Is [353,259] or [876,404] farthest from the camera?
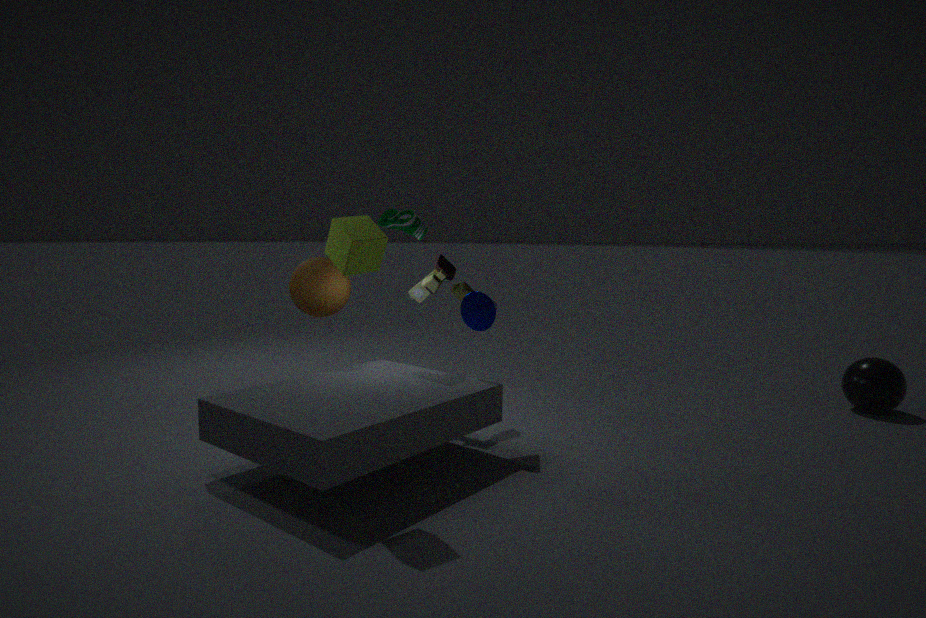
[876,404]
